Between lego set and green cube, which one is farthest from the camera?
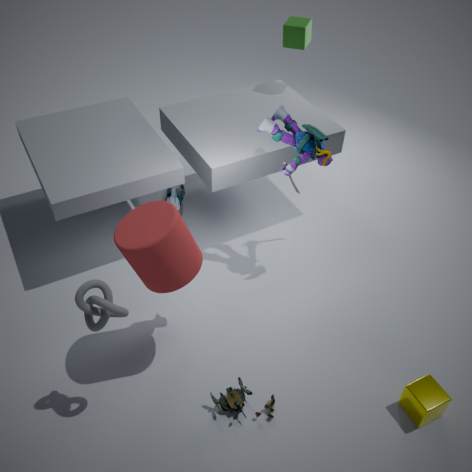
green cube
